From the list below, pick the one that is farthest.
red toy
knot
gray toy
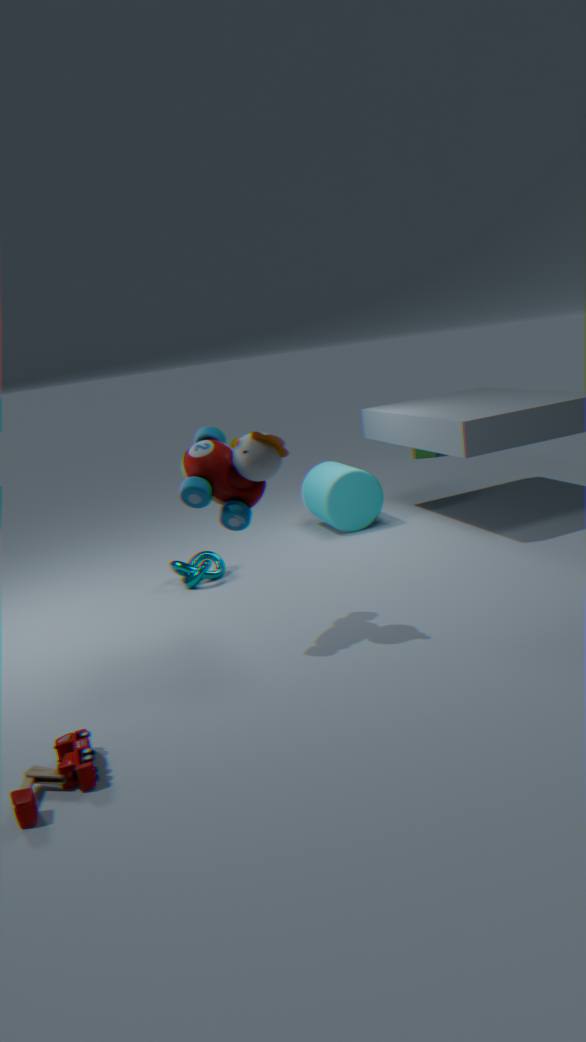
knot
